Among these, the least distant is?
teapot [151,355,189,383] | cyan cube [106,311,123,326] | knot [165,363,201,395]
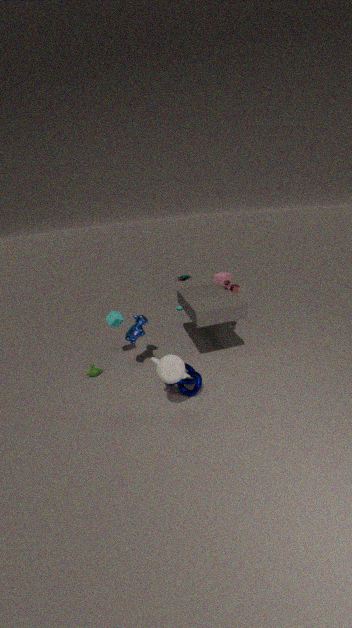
teapot [151,355,189,383]
